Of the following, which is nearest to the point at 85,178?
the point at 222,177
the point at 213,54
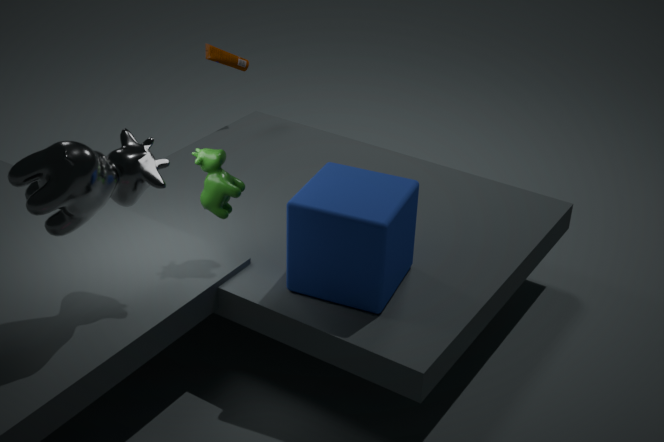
the point at 222,177
